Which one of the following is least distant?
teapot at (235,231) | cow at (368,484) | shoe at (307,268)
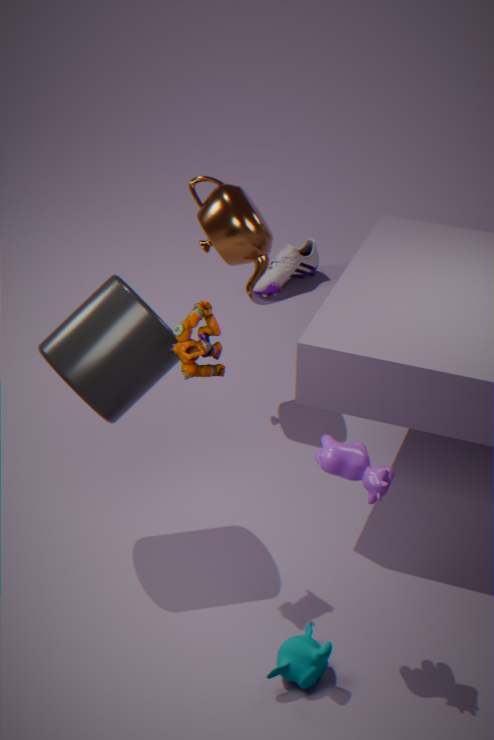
cow at (368,484)
